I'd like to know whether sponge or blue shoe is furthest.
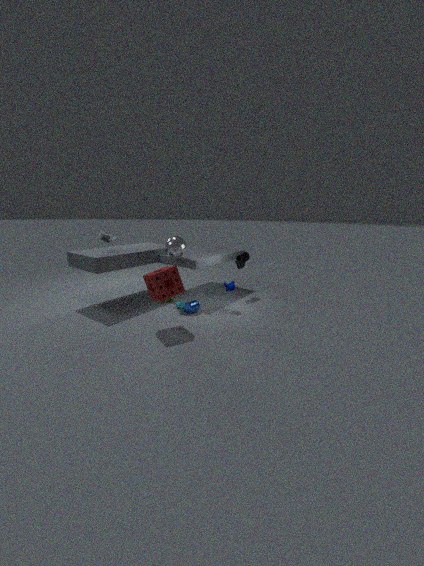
blue shoe
